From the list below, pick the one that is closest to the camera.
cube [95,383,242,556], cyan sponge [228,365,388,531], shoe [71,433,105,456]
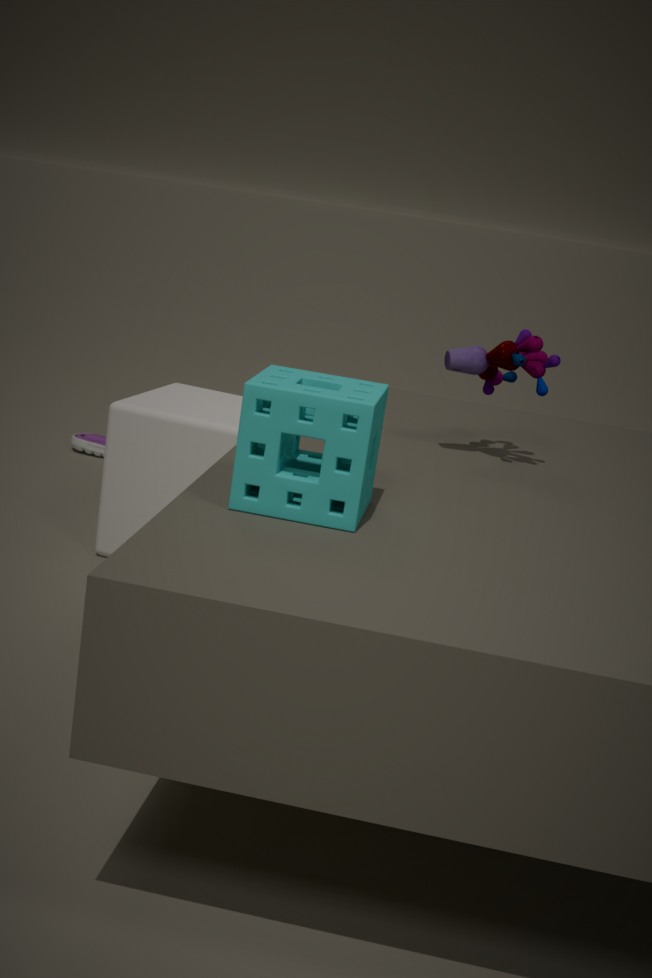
cyan sponge [228,365,388,531]
